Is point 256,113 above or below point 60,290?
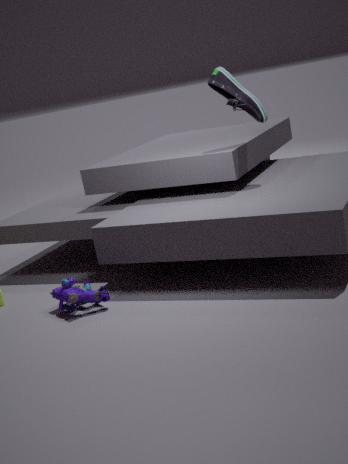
above
